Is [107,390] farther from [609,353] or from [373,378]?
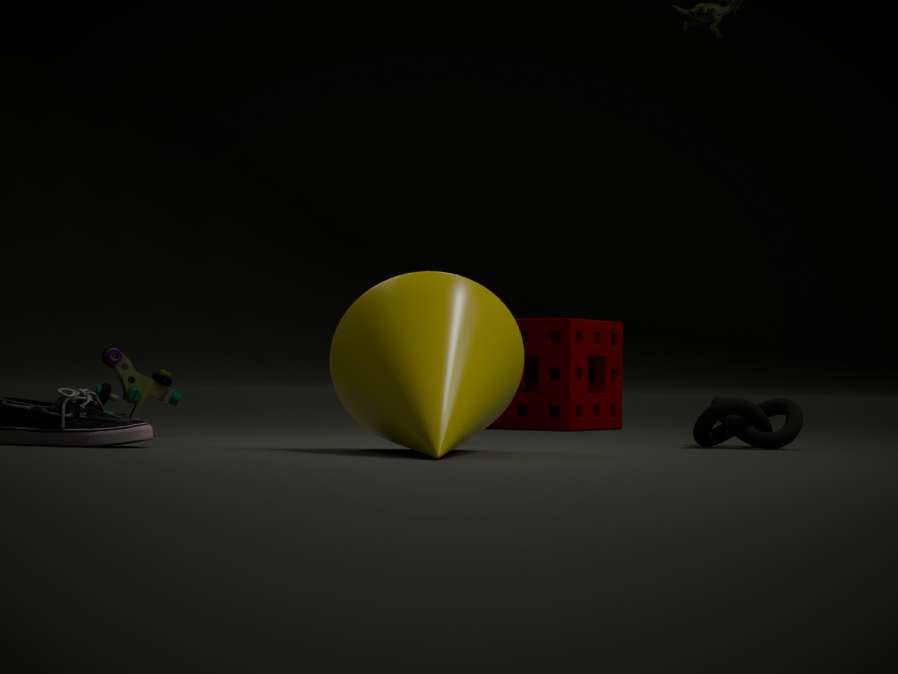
[609,353]
